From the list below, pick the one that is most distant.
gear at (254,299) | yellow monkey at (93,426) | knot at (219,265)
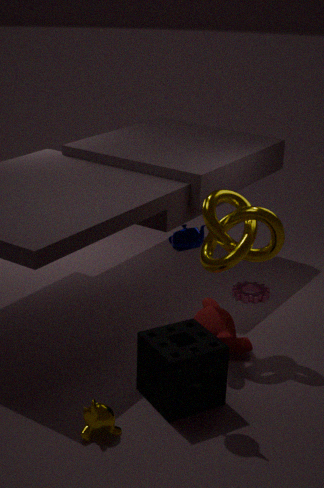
gear at (254,299)
